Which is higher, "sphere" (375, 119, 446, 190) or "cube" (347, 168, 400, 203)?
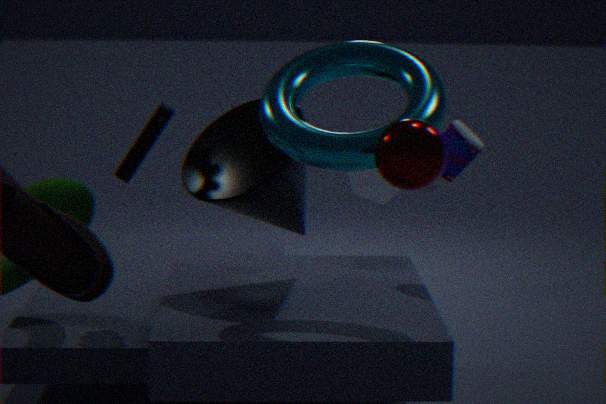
"sphere" (375, 119, 446, 190)
